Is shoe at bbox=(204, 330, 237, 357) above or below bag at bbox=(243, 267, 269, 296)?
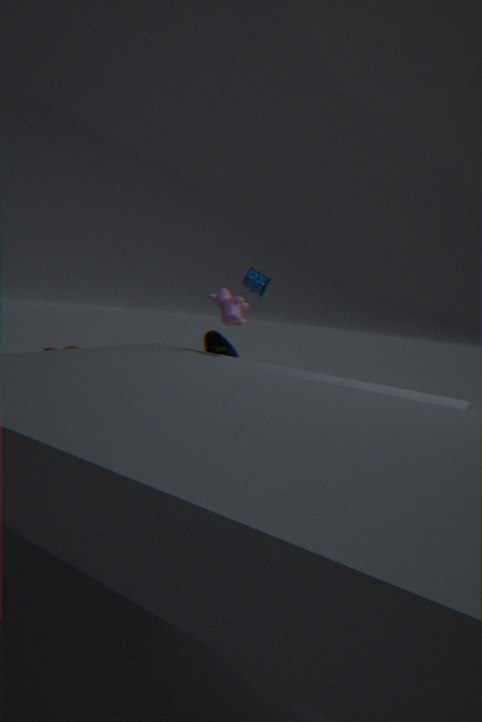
below
